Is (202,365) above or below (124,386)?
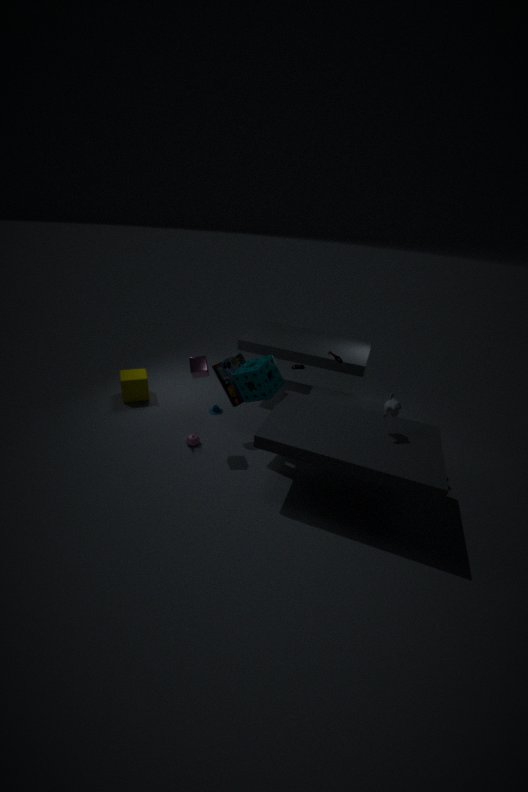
above
